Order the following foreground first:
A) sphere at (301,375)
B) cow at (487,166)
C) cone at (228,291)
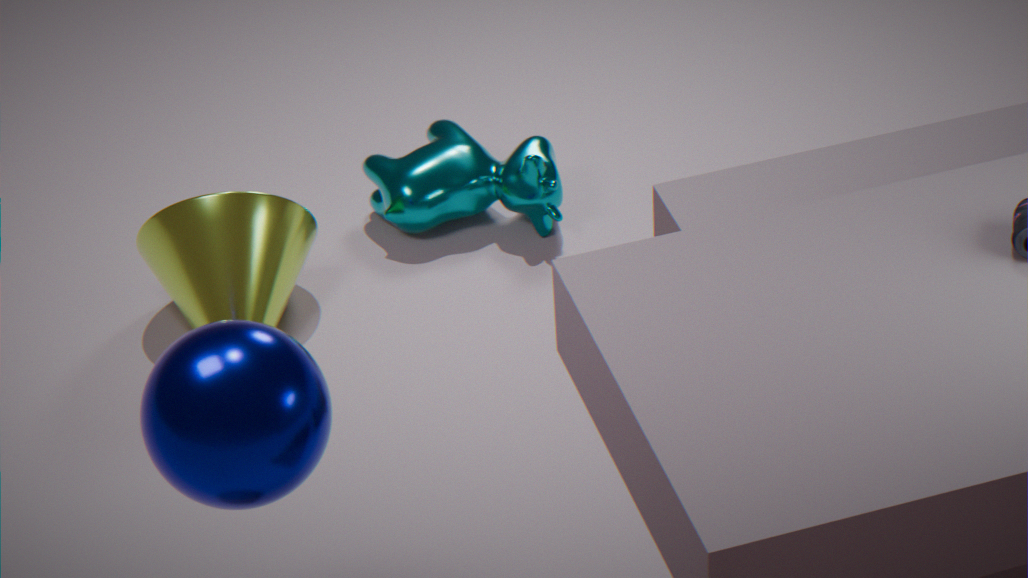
sphere at (301,375)
cone at (228,291)
cow at (487,166)
